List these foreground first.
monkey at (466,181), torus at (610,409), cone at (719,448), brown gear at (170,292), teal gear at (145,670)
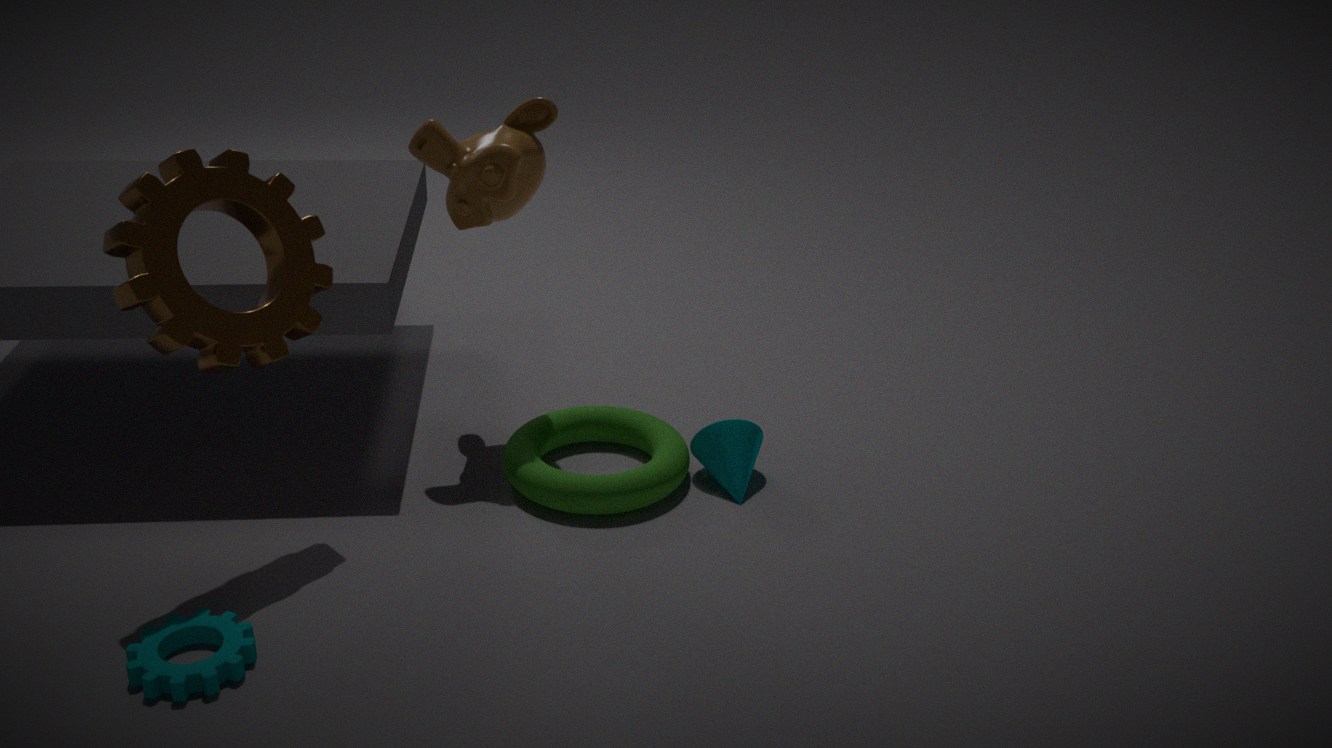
teal gear at (145,670), brown gear at (170,292), torus at (610,409), monkey at (466,181), cone at (719,448)
